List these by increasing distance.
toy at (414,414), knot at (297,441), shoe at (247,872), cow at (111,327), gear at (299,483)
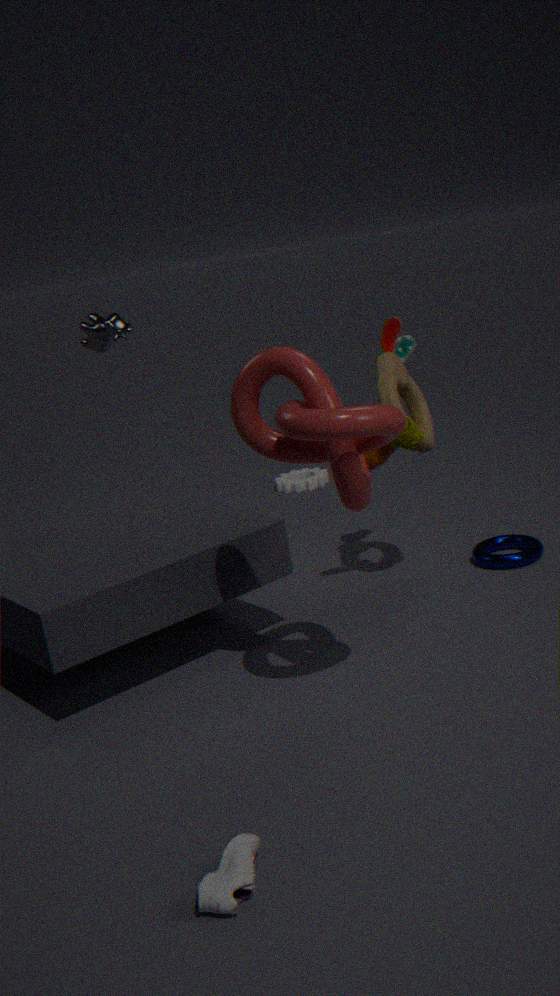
shoe at (247,872), knot at (297,441), toy at (414,414), cow at (111,327), gear at (299,483)
